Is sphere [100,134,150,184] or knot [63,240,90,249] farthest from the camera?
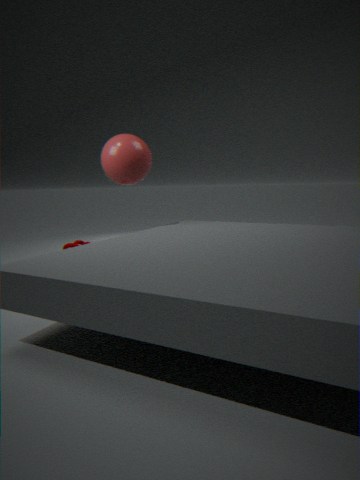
knot [63,240,90,249]
